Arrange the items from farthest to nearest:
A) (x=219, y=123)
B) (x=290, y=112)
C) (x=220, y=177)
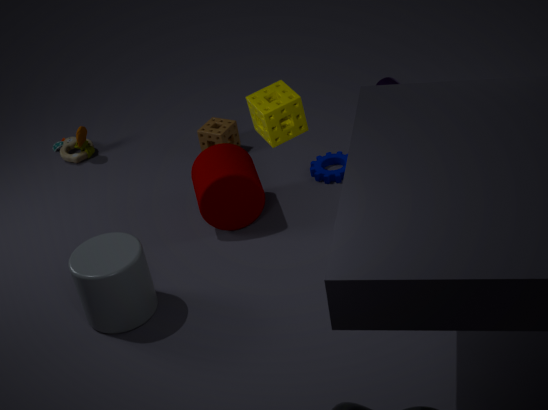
(x=219, y=123), (x=220, y=177), (x=290, y=112)
